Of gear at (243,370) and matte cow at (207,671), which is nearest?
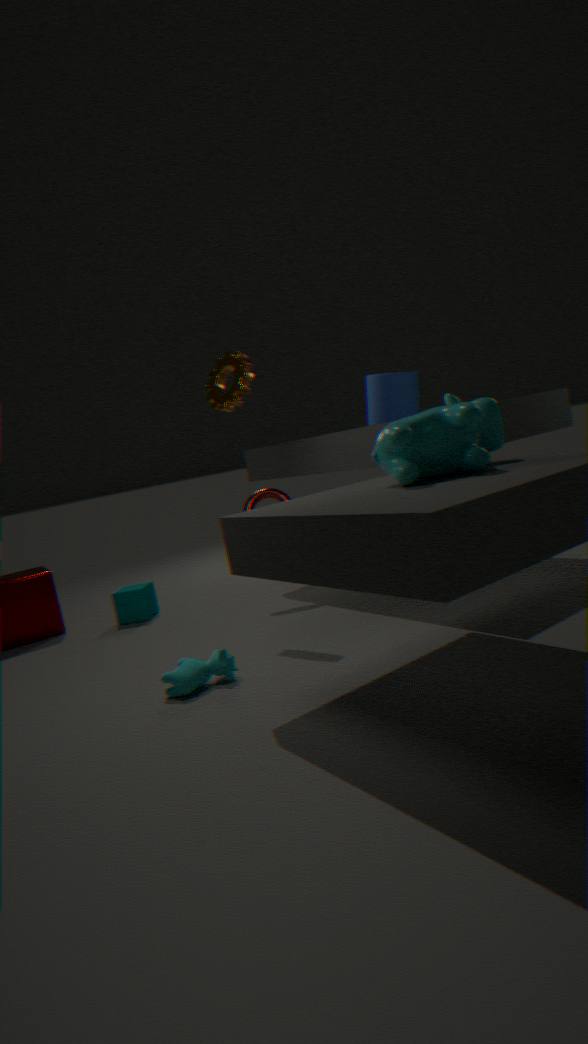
matte cow at (207,671)
